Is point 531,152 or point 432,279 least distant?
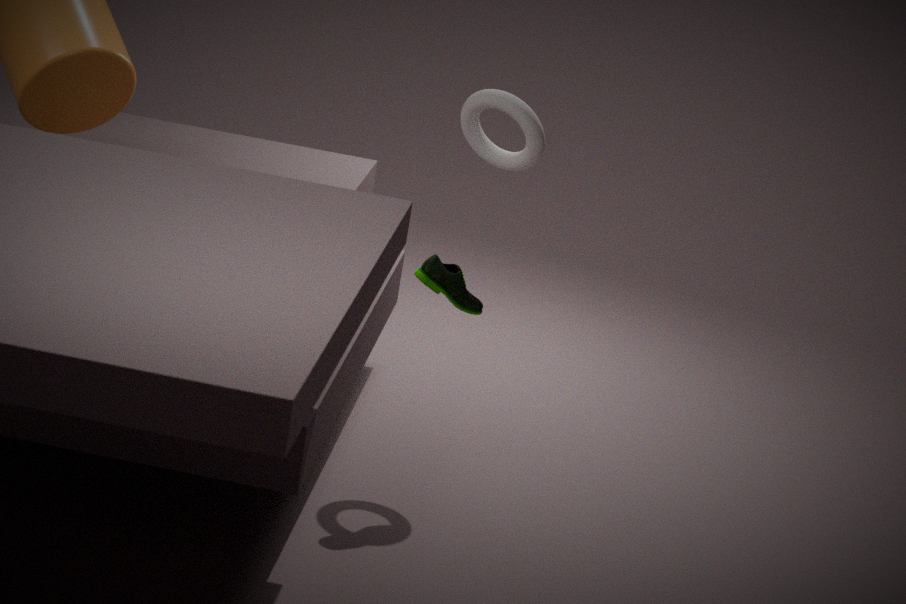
point 432,279
